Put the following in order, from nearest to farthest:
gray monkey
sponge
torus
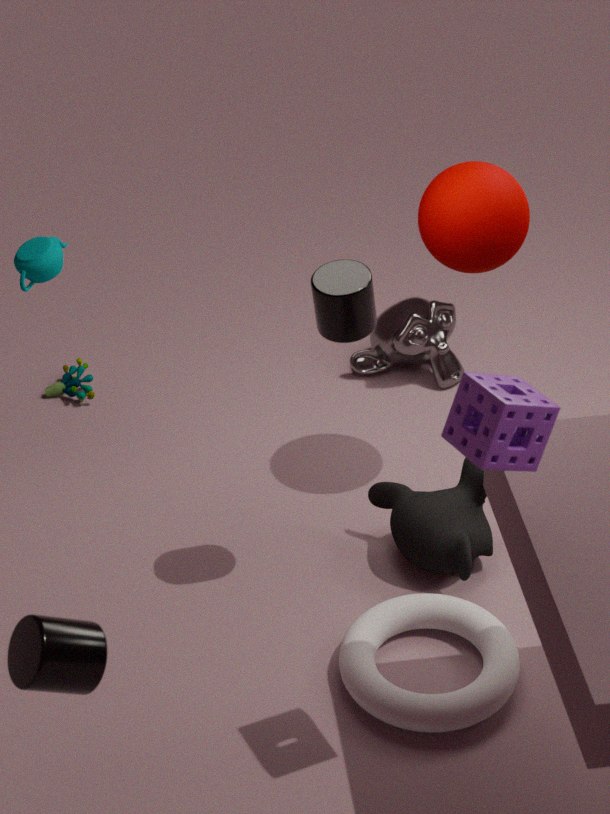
sponge < torus < gray monkey
